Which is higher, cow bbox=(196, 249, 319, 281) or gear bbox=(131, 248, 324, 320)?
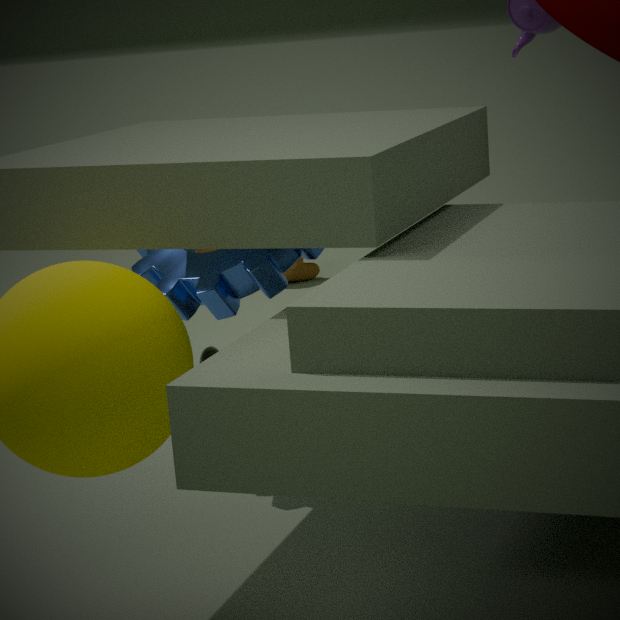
gear bbox=(131, 248, 324, 320)
